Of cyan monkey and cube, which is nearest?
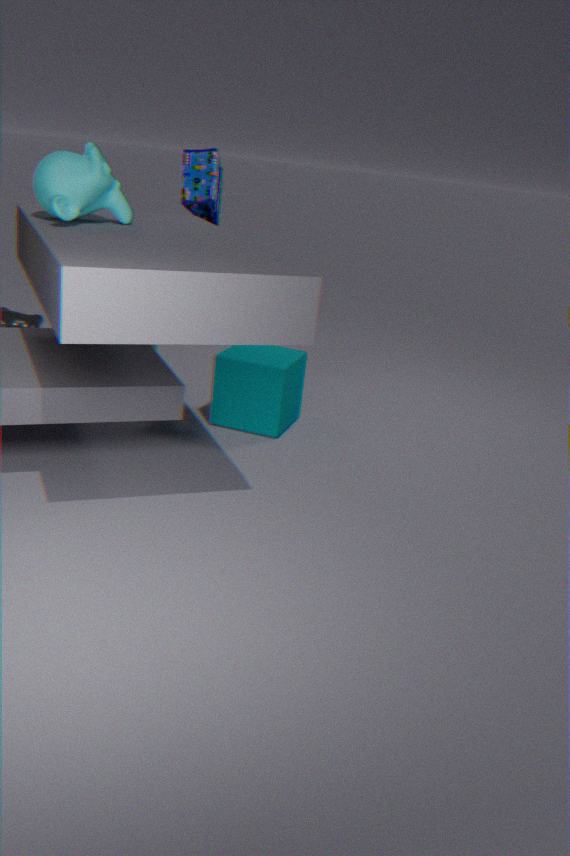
cyan monkey
